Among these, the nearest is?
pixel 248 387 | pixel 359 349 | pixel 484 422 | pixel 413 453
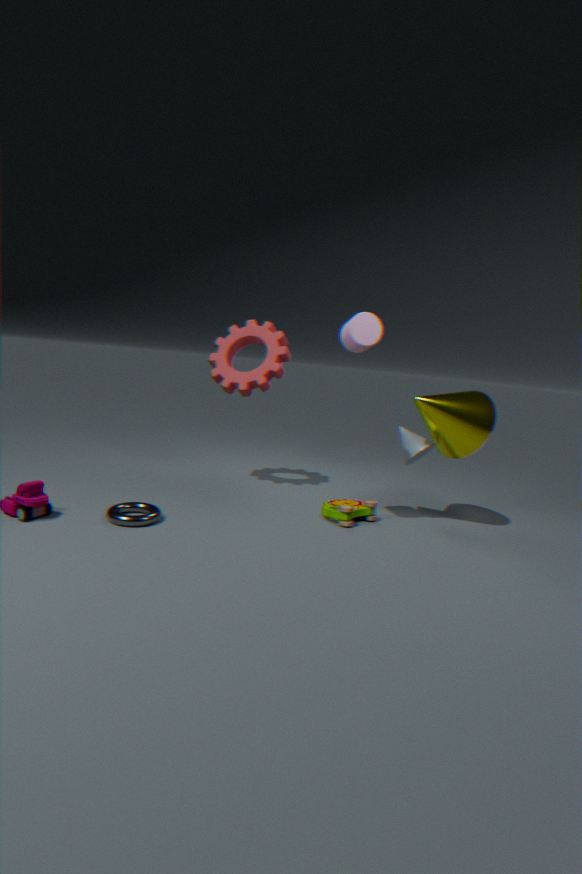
pixel 359 349
